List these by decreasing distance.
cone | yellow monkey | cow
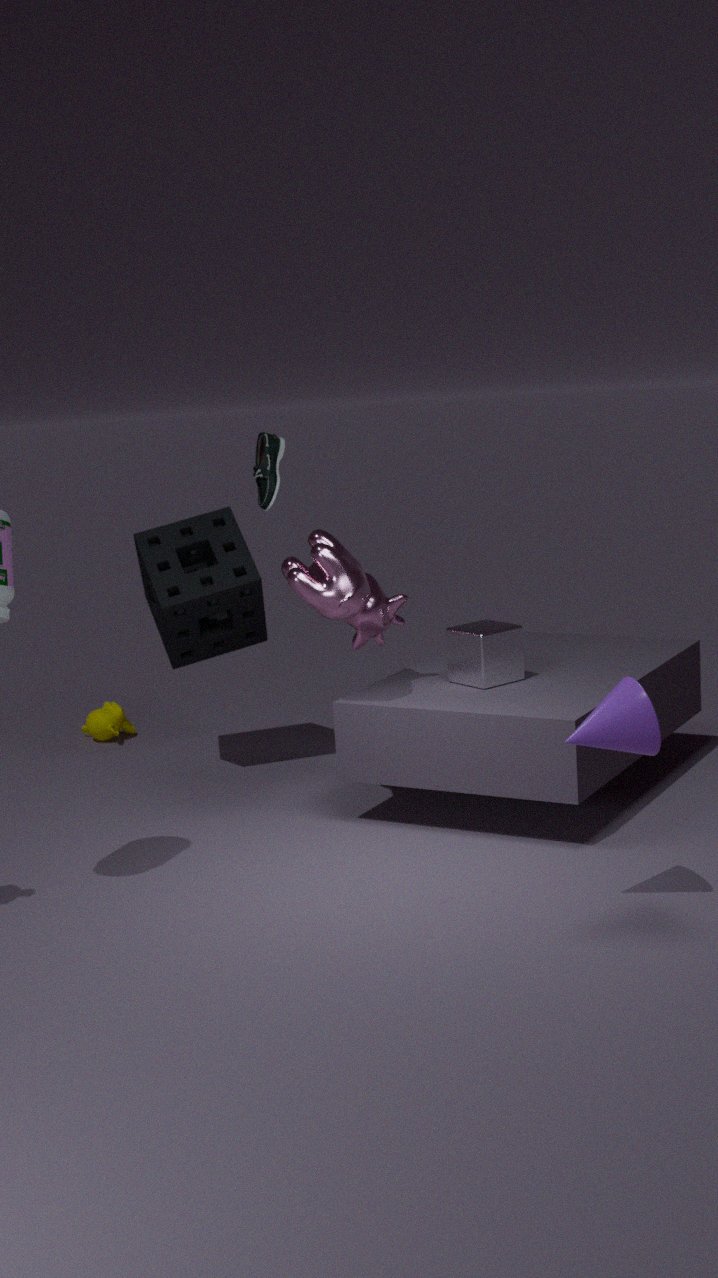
yellow monkey → cow → cone
